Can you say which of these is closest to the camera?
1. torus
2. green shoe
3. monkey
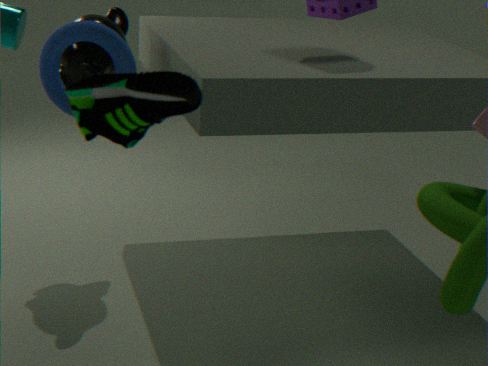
green shoe
